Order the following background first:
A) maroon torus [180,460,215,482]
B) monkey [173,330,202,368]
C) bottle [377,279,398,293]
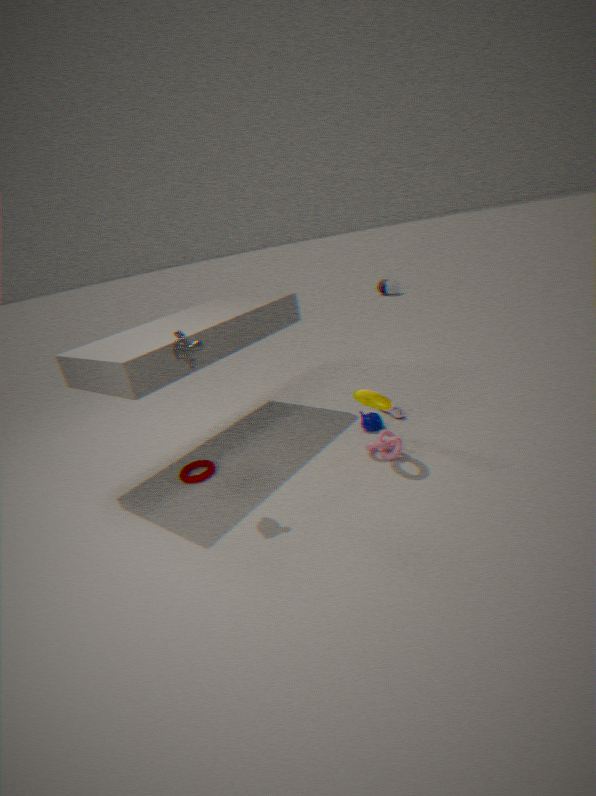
1. bottle [377,279,398,293]
2. maroon torus [180,460,215,482]
3. monkey [173,330,202,368]
